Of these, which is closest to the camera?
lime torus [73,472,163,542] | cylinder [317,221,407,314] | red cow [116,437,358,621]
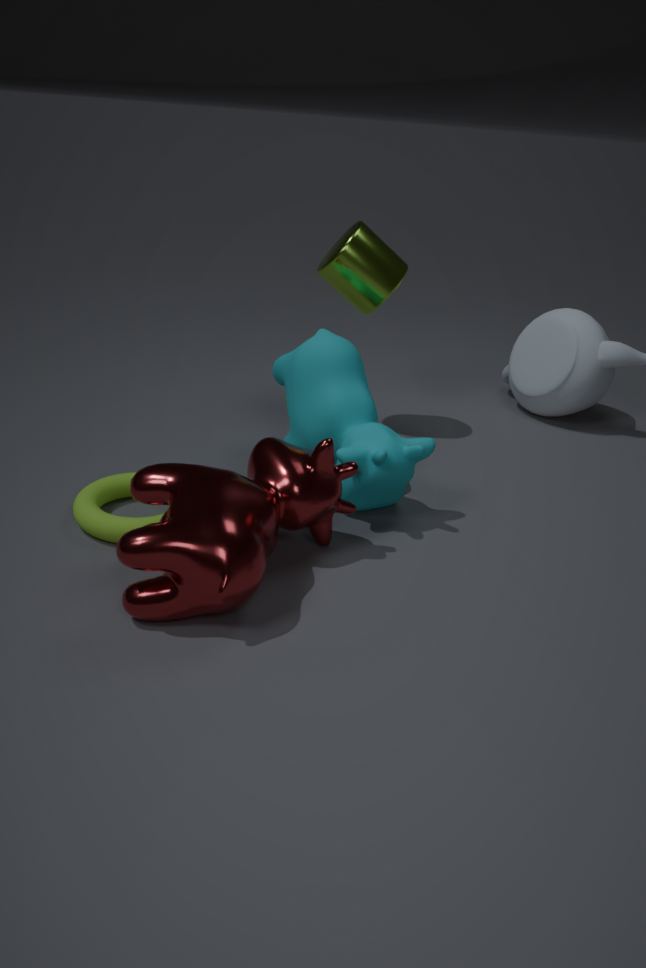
red cow [116,437,358,621]
